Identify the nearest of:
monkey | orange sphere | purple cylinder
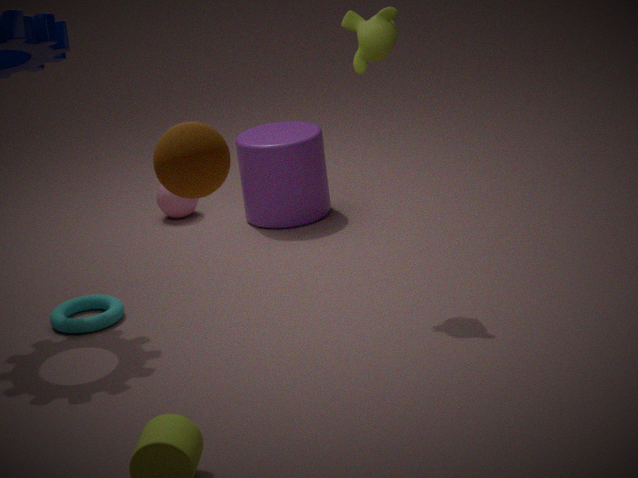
orange sphere
